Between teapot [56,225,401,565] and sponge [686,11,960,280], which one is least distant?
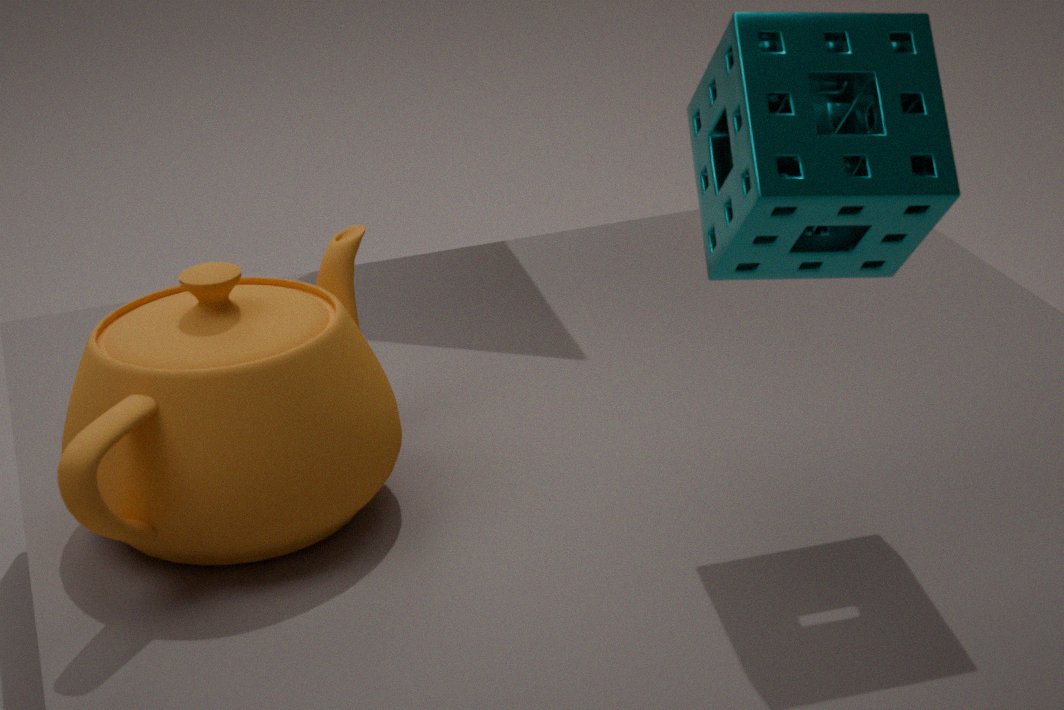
sponge [686,11,960,280]
